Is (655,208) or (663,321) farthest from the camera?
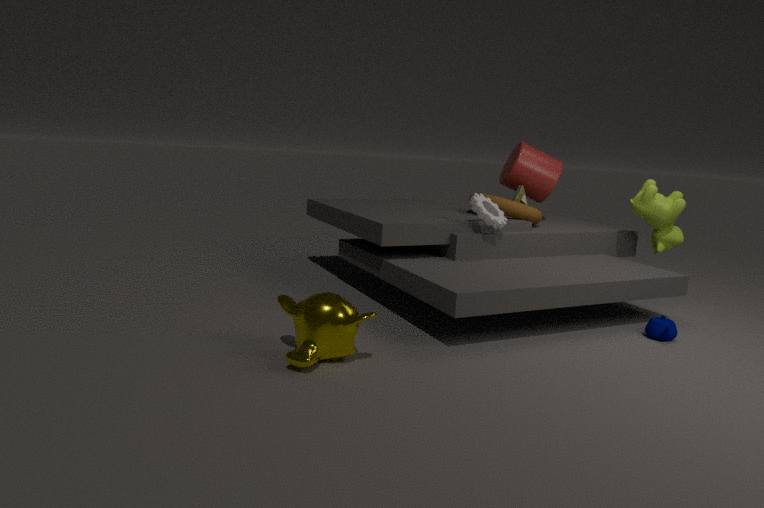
(655,208)
